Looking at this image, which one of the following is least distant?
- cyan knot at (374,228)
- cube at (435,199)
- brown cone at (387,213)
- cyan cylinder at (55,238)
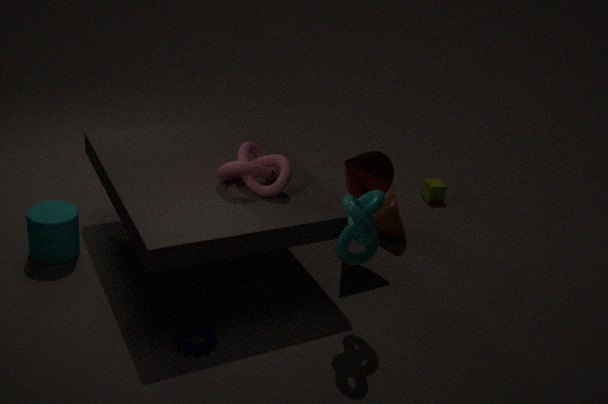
cyan knot at (374,228)
